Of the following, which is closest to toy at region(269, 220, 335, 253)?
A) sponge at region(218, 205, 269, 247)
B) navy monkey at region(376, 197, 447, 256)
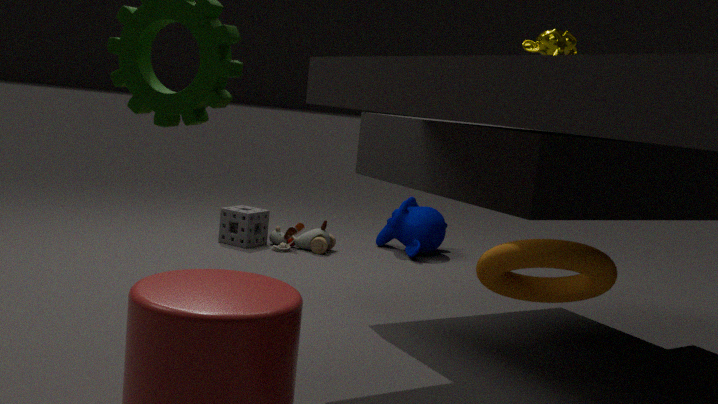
sponge at region(218, 205, 269, 247)
